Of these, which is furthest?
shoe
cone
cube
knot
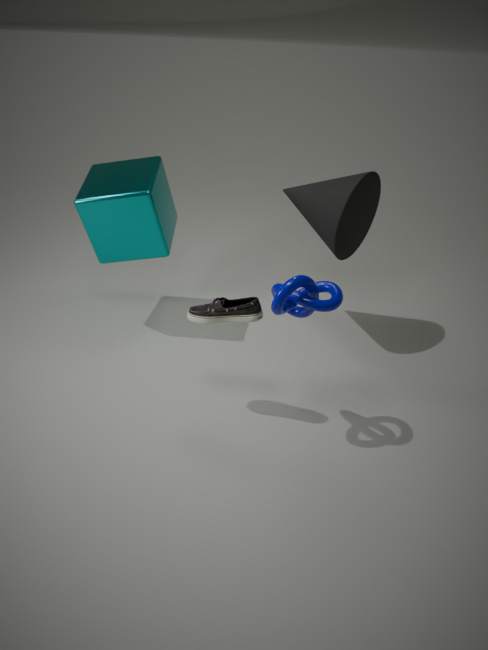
cube
